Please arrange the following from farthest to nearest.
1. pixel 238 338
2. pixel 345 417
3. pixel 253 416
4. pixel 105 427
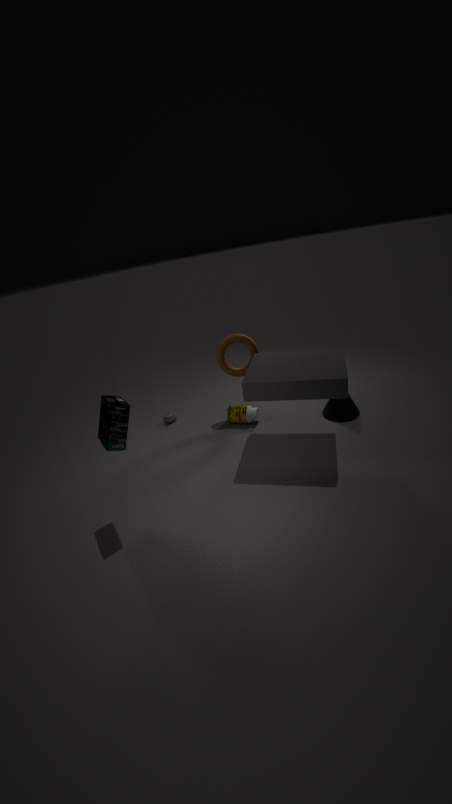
pixel 253 416
pixel 238 338
pixel 345 417
pixel 105 427
